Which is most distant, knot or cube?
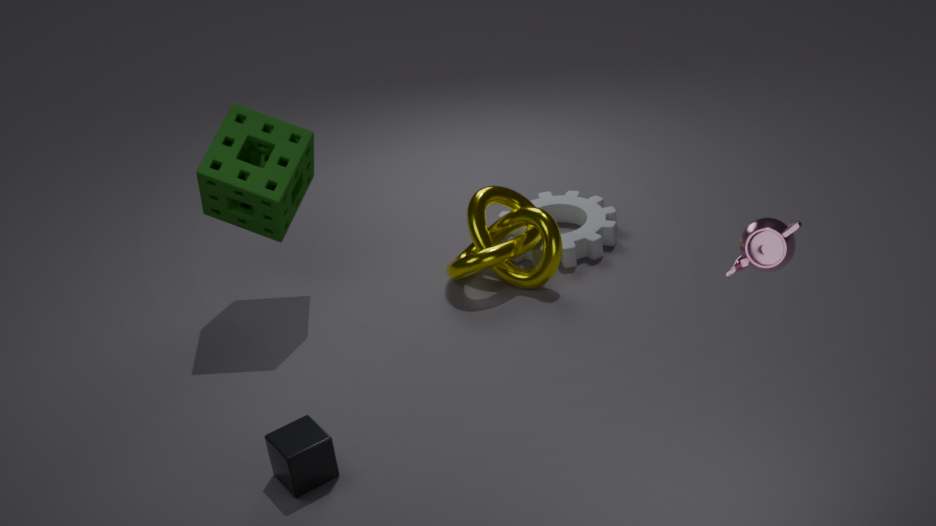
knot
